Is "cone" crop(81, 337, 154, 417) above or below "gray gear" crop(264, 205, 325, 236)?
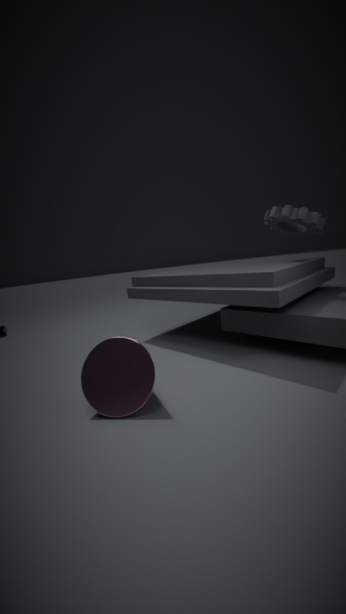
below
